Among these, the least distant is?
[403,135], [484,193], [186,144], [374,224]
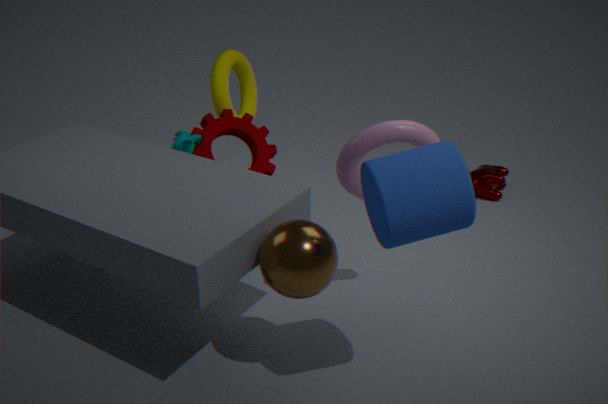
[374,224]
